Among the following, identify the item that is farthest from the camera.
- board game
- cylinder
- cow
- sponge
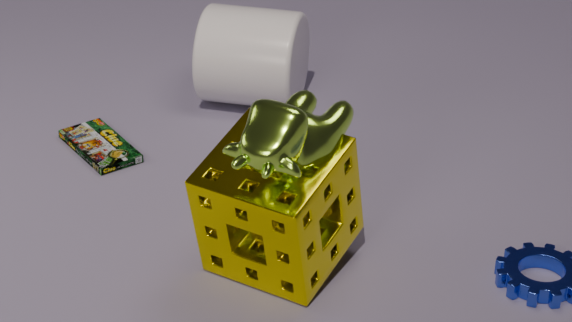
cylinder
